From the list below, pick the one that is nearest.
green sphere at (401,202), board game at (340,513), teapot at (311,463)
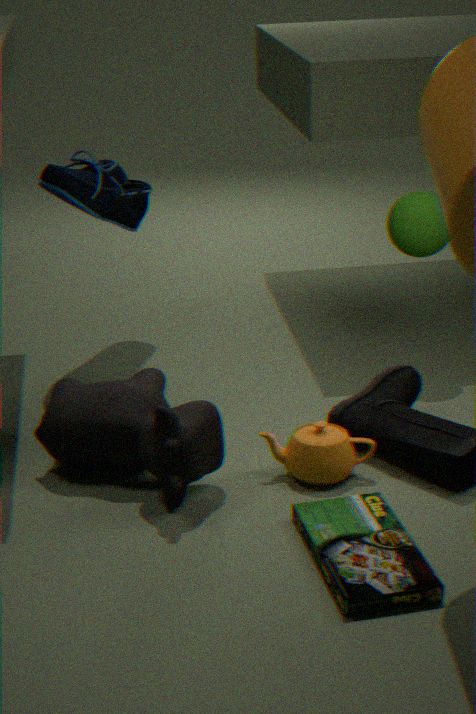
board game at (340,513)
